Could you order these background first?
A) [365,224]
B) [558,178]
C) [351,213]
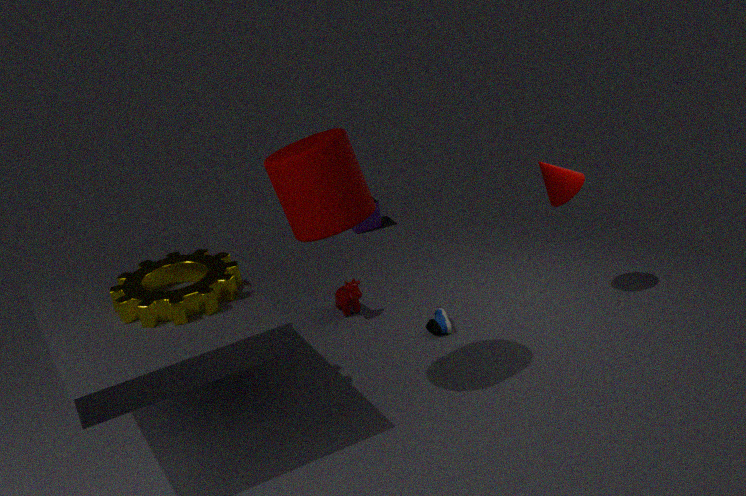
[365,224] < [558,178] < [351,213]
